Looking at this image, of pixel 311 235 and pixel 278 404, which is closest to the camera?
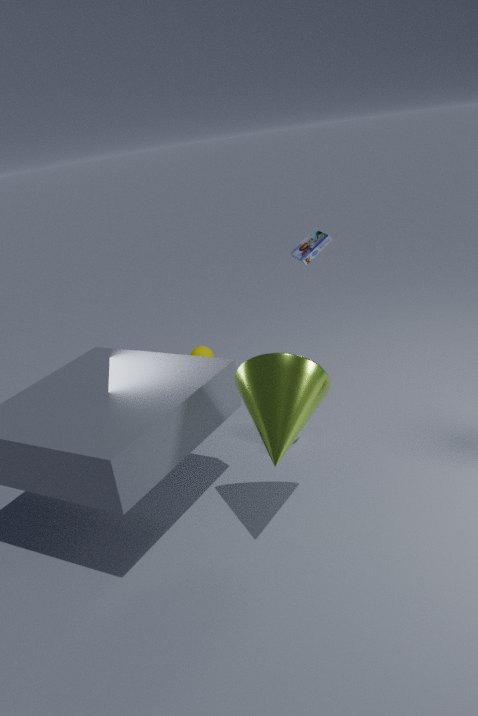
pixel 278 404
